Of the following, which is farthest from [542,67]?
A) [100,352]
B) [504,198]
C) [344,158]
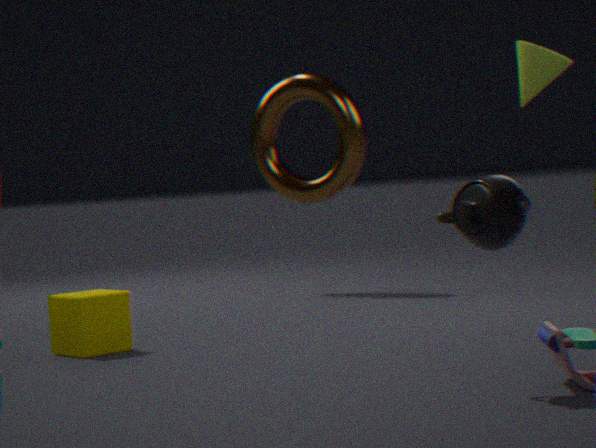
[504,198]
